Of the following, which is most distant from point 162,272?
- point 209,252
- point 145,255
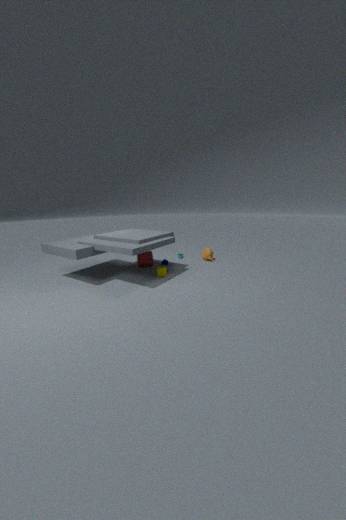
point 209,252
